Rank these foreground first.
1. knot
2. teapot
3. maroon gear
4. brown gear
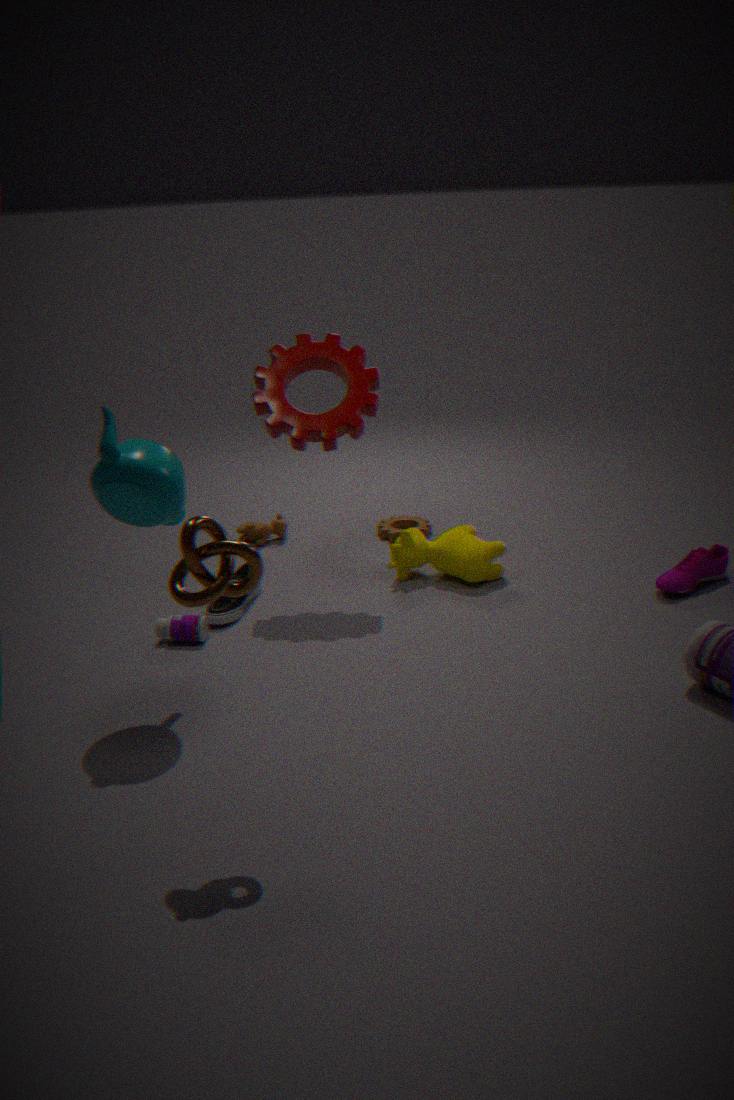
1. knot
2. teapot
3. maroon gear
4. brown gear
